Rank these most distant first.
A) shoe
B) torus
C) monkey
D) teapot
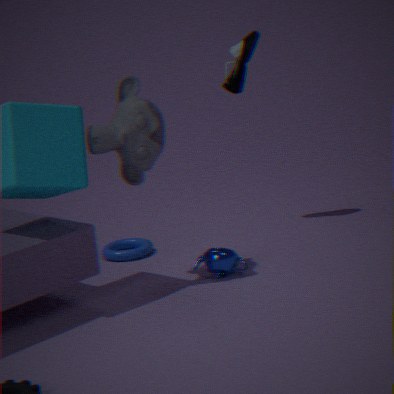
shoe, torus, teapot, monkey
